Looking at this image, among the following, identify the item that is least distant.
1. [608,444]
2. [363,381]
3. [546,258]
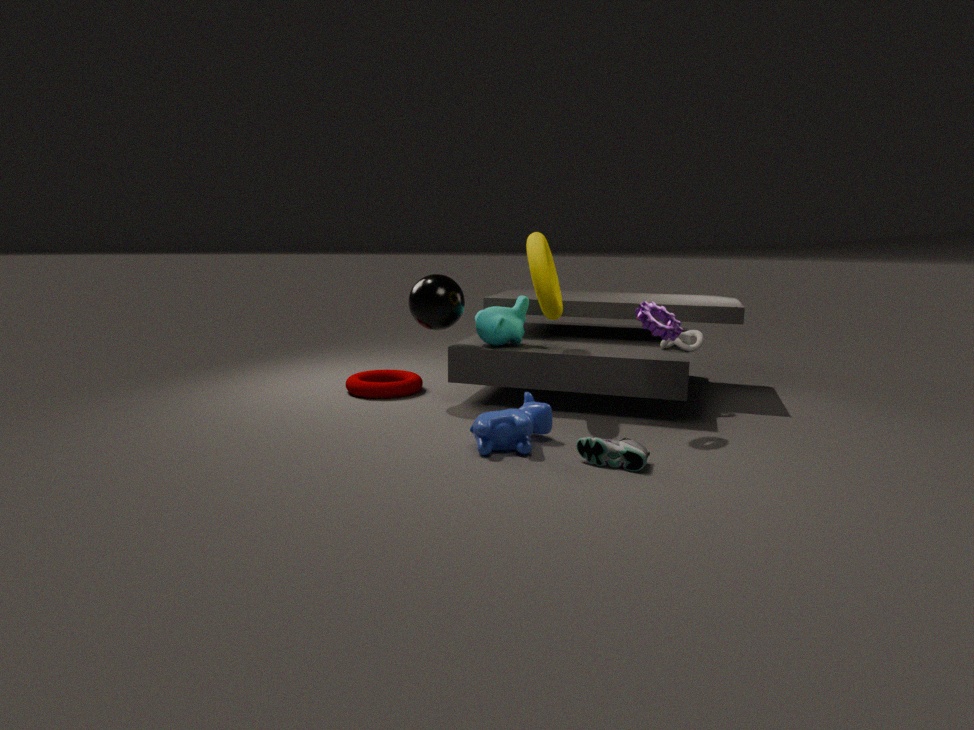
[608,444]
